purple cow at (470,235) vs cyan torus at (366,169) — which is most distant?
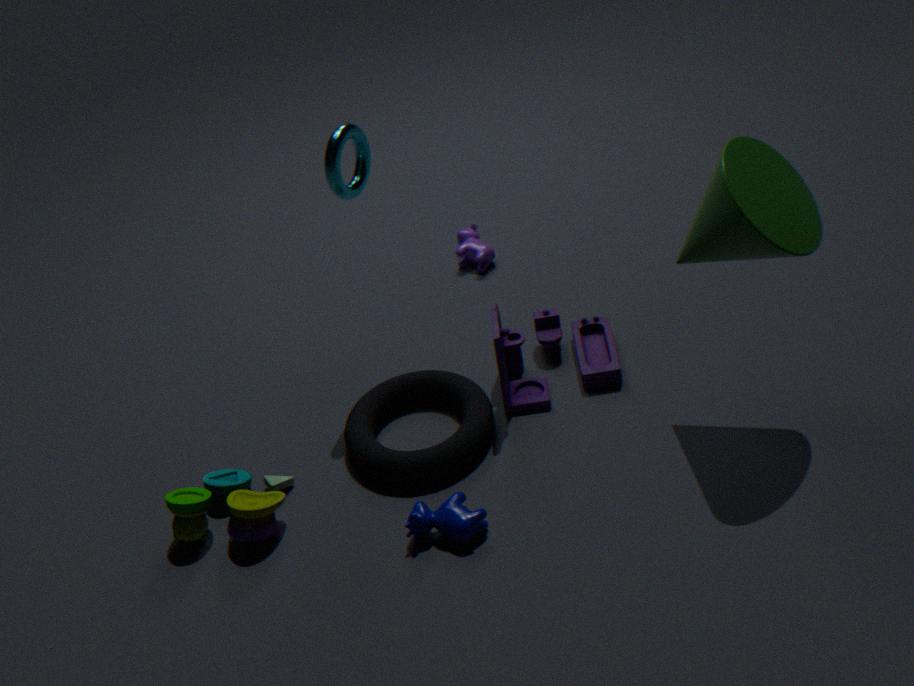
purple cow at (470,235)
